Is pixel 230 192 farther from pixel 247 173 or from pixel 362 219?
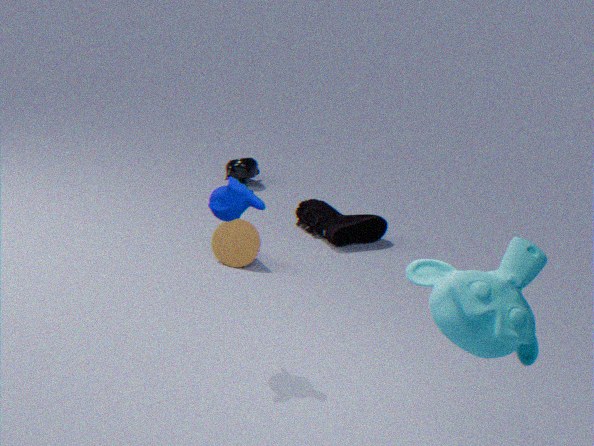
pixel 247 173
